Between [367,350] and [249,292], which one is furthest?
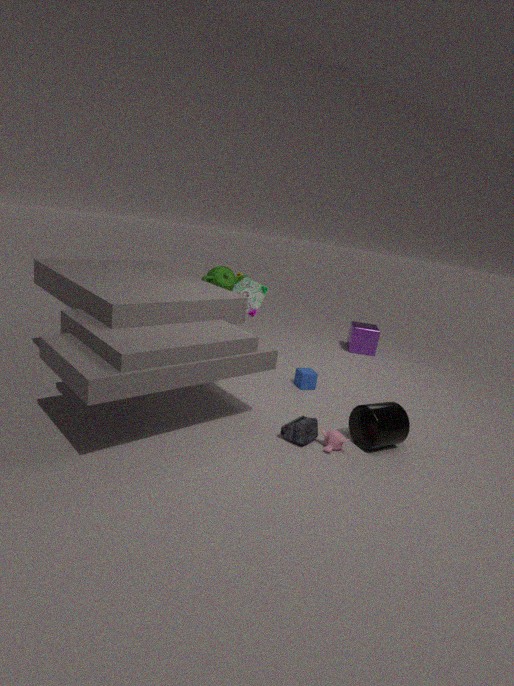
[367,350]
